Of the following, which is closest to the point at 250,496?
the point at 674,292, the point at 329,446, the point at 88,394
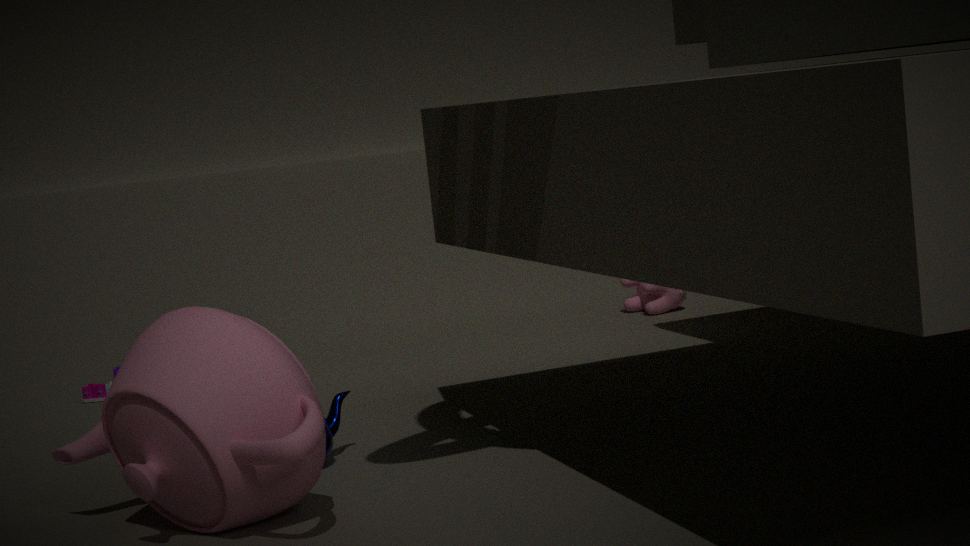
the point at 329,446
